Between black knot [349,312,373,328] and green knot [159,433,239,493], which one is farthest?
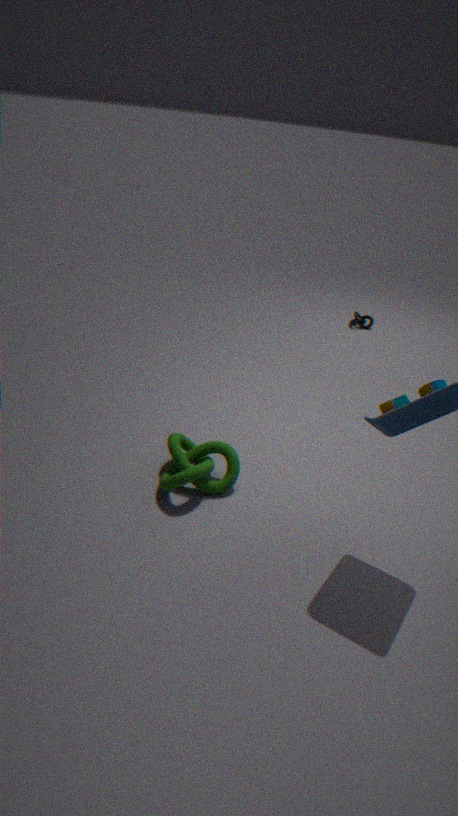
black knot [349,312,373,328]
